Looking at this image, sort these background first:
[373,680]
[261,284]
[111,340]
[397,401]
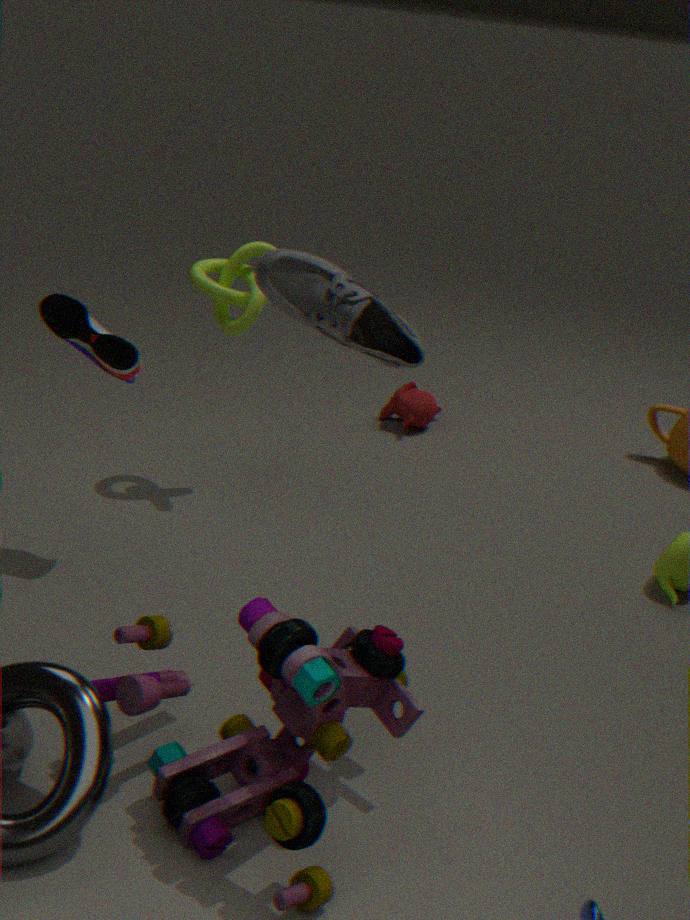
1. [397,401]
2. [111,340]
3. [373,680]
4. [261,284]
